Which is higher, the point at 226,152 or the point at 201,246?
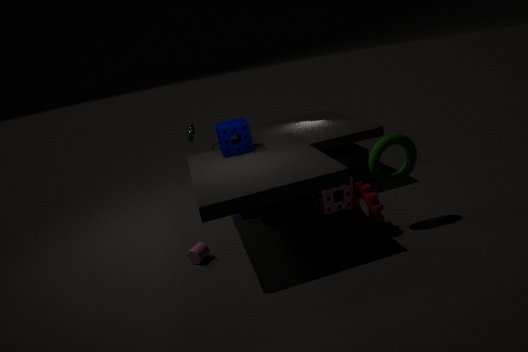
the point at 226,152
